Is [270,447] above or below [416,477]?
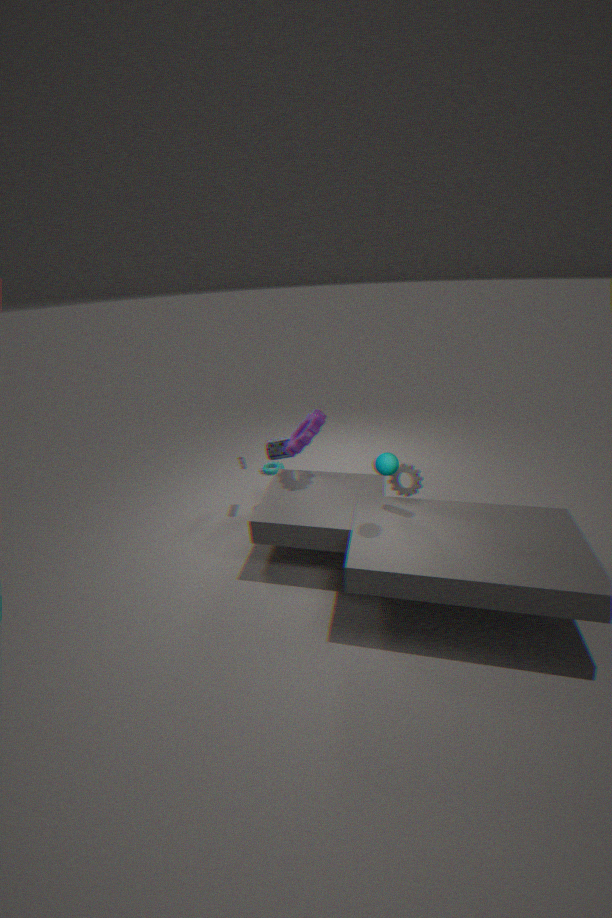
below
